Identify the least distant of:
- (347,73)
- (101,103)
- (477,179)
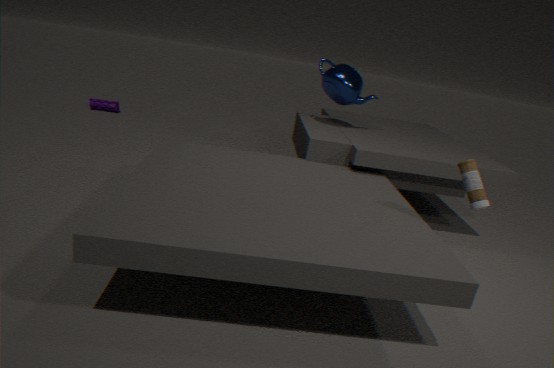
(477,179)
